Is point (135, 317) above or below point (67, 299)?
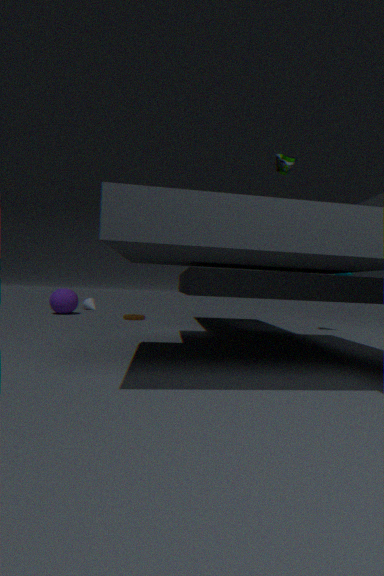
below
